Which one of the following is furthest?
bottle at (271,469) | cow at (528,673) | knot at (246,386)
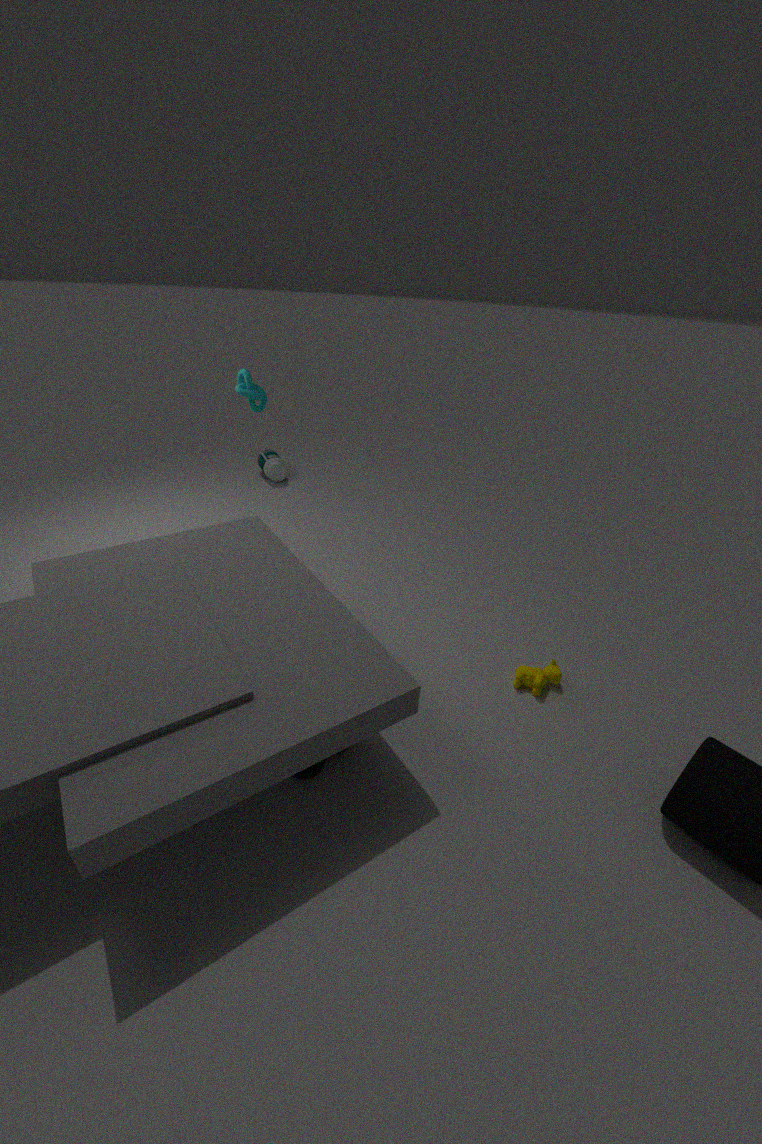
bottle at (271,469)
